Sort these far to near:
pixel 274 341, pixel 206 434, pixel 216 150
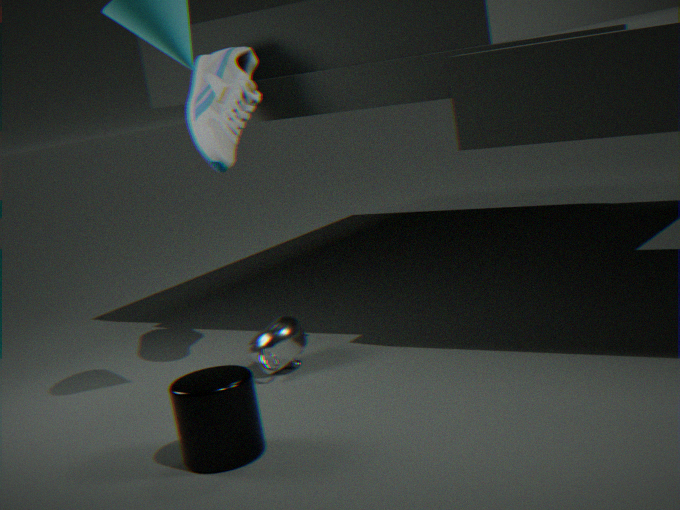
pixel 274 341, pixel 216 150, pixel 206 434
